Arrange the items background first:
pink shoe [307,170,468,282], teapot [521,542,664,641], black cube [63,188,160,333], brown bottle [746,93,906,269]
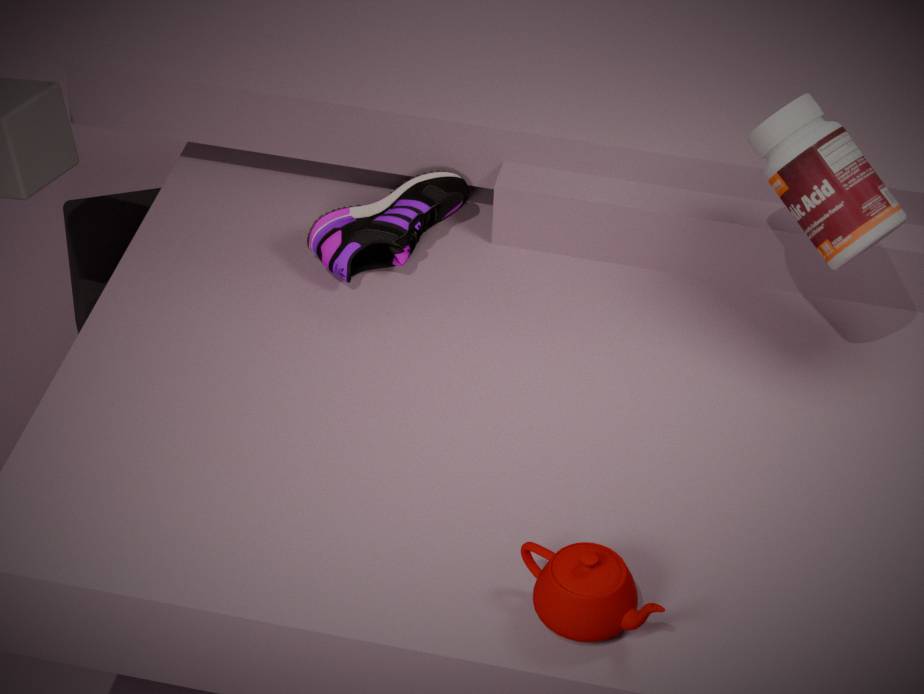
1. black cube [63,188,160,333]
2. pink shoe [307,170,468,282]
3. brown bottle [746,93,906,269]
4. teapot [521,542,664,641]
